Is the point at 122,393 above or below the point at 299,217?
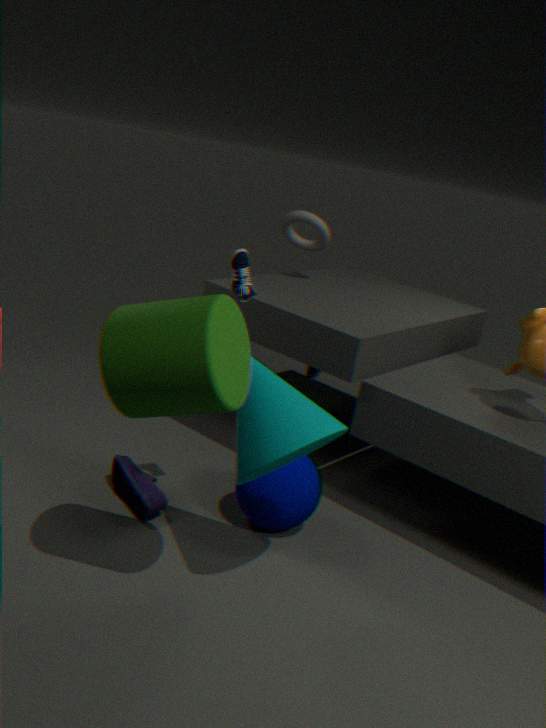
below
